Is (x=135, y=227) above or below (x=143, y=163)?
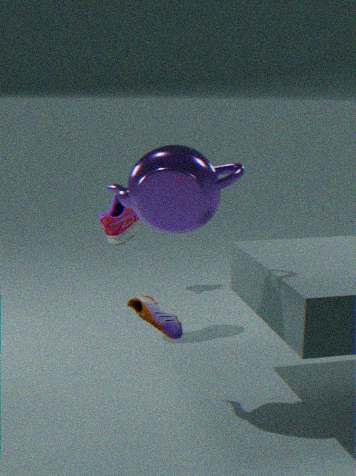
below
